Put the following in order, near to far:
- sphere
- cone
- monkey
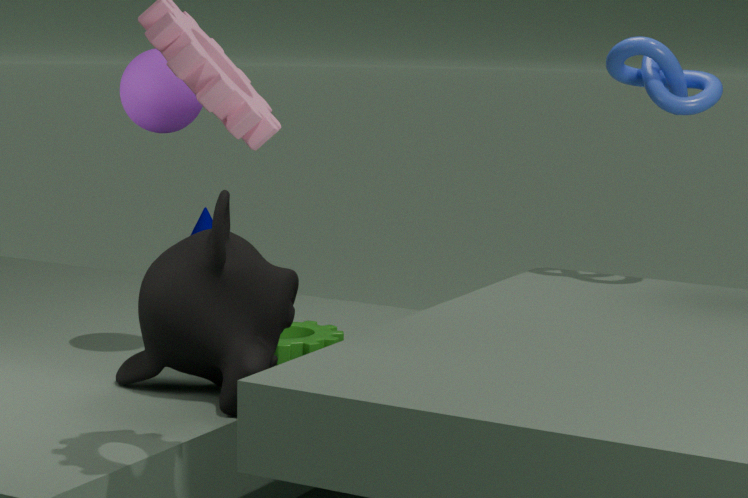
monkey, sphere, cone
